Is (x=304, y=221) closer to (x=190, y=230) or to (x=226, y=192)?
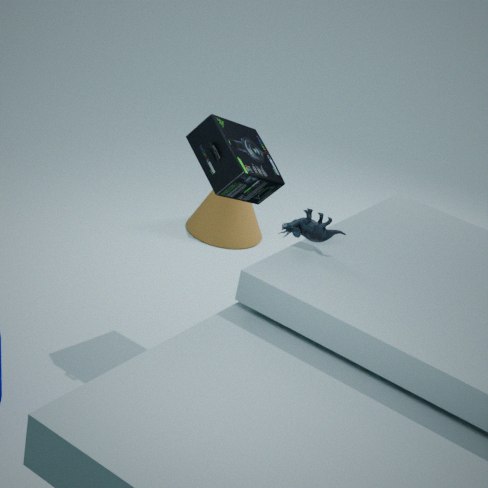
(x=226, y=192)
